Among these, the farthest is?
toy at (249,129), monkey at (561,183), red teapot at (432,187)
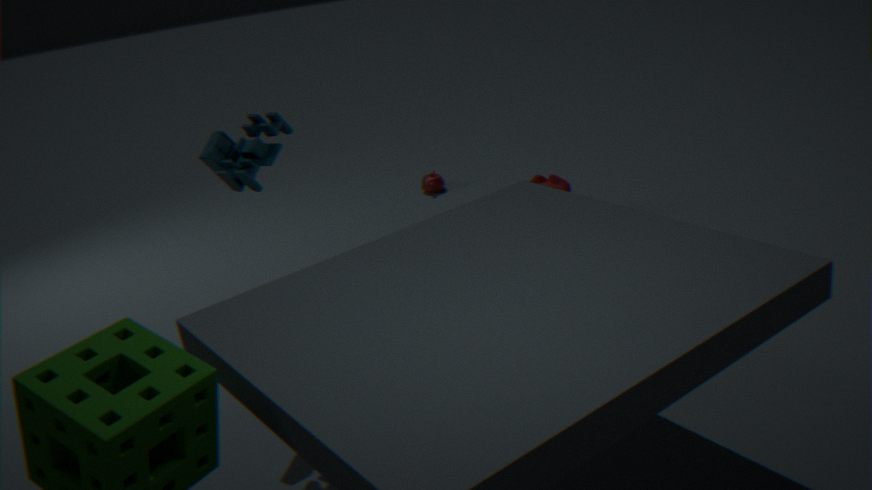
red teapot at (432,187)
